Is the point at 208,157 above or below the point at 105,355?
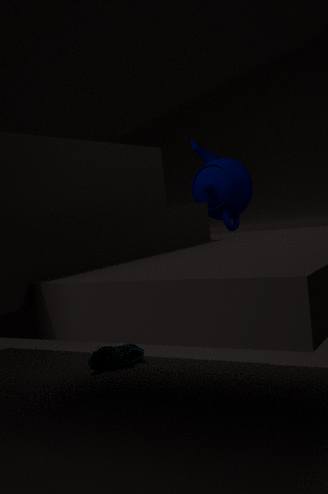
above
